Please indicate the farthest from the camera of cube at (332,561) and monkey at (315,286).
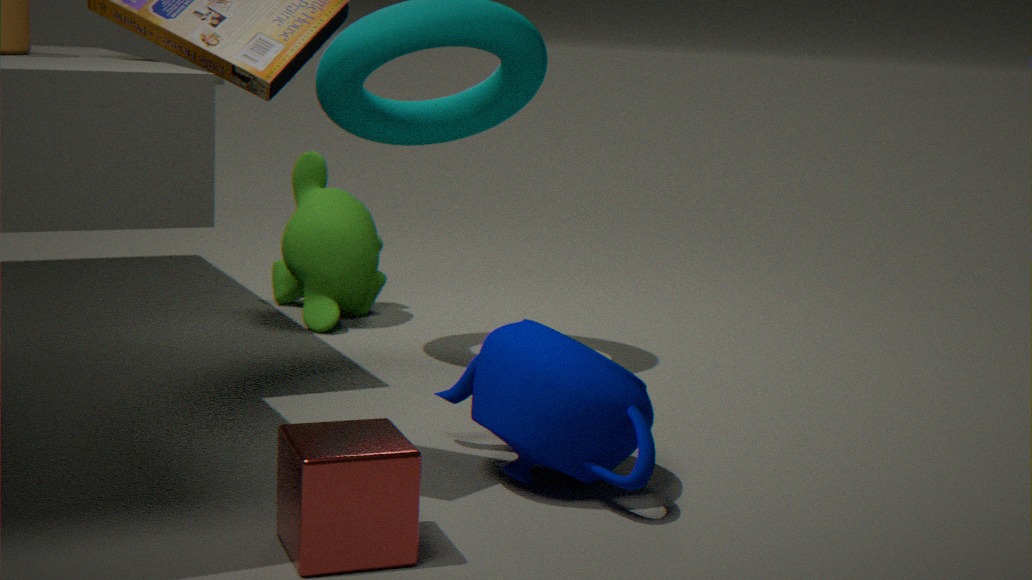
monkey at (315,286)
